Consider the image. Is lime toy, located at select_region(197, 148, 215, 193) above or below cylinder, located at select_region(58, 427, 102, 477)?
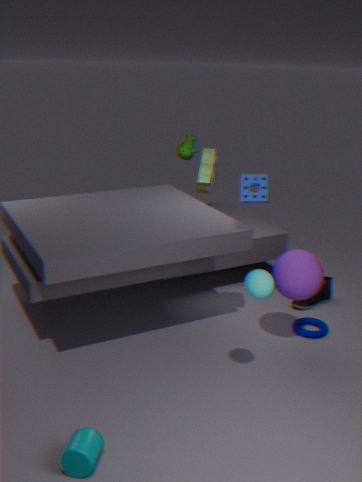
above
